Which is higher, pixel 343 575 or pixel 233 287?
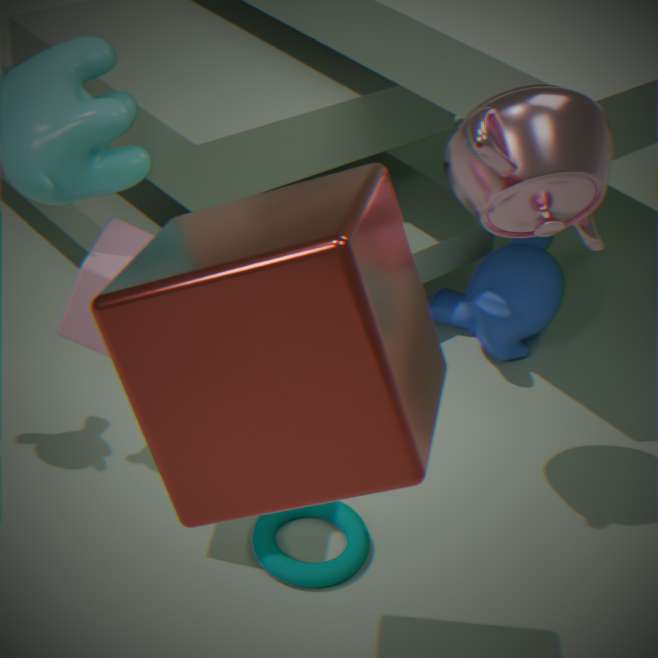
pixel 233 287
